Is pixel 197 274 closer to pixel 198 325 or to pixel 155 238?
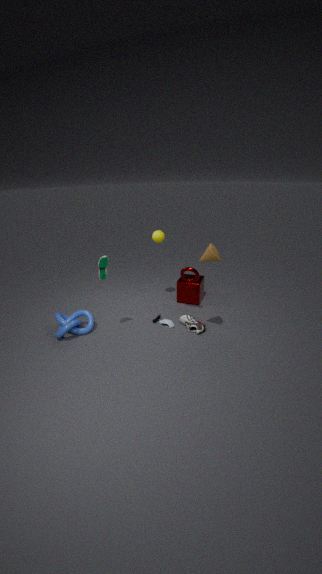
pixel 198 325
